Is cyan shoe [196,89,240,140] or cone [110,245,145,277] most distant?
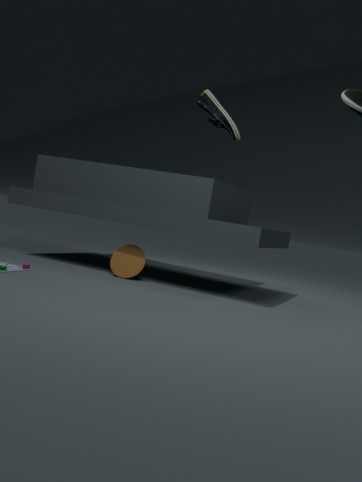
cyan shoe [196,89,240,140]
